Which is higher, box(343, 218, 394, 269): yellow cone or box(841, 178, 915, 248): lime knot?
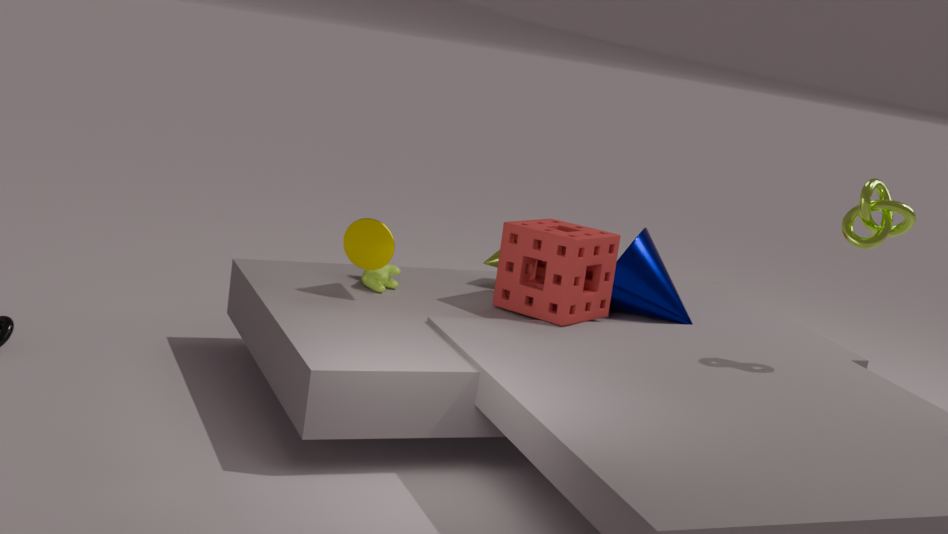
A: box(841, 178, 915, 248): lime knot
